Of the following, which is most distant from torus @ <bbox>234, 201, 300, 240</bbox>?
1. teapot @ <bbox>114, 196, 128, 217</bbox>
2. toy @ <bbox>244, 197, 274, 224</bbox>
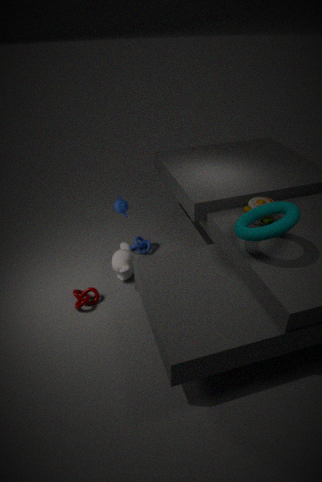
teapot @ <bbox>114, 196, 128, 217</bbox>
